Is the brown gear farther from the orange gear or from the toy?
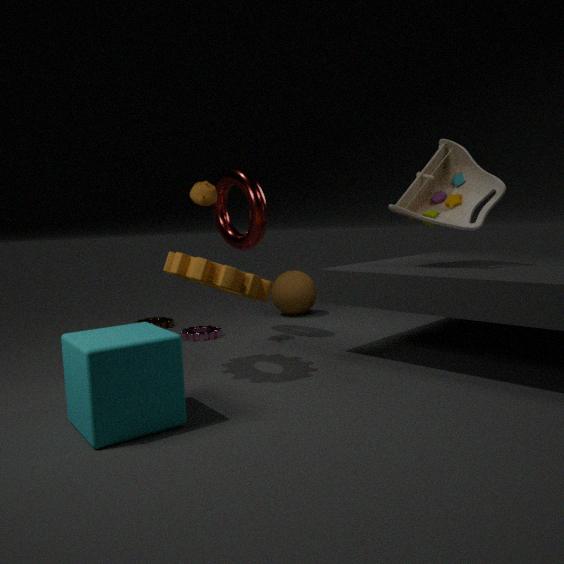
the toy
